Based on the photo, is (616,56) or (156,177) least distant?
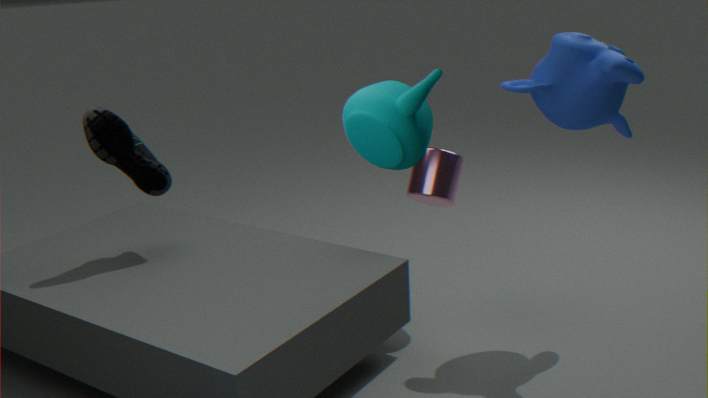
(616,56)
